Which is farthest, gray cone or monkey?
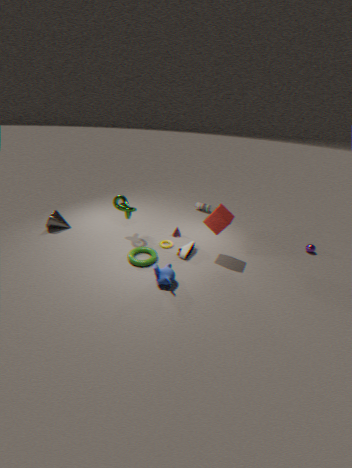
gray cone
